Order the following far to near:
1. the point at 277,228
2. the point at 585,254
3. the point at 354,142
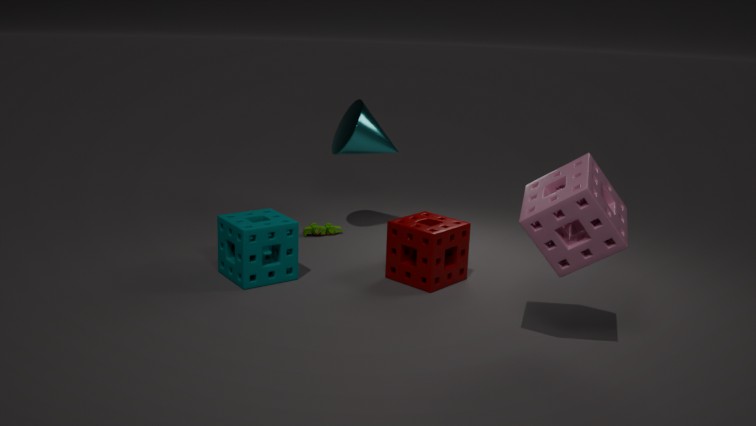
the point at 354,142 < the point at 277,228 < the point at 585,254
